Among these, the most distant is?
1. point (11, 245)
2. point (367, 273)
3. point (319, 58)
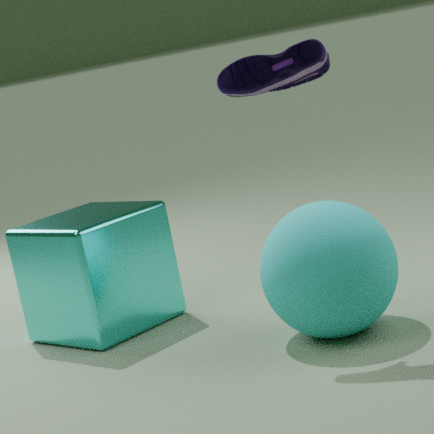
point (11, 245)
